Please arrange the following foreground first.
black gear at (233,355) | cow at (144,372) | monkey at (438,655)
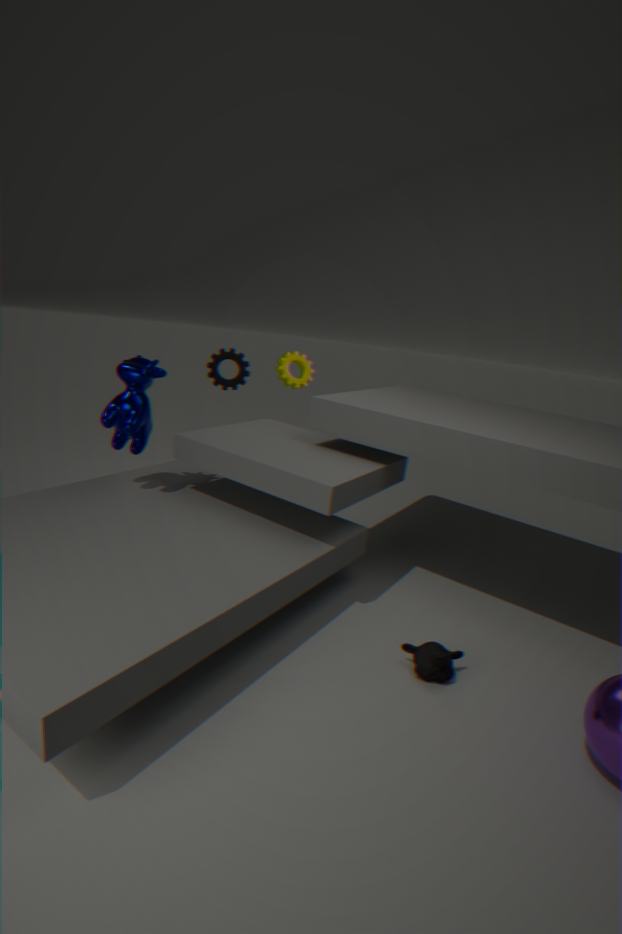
monkey at (438,655), cow at (144,372), black gear at (233,355)
